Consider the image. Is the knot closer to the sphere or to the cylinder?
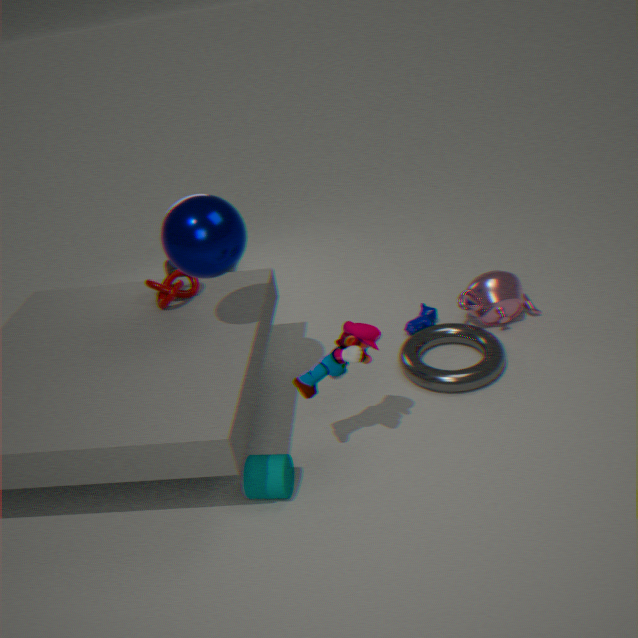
the sphere
